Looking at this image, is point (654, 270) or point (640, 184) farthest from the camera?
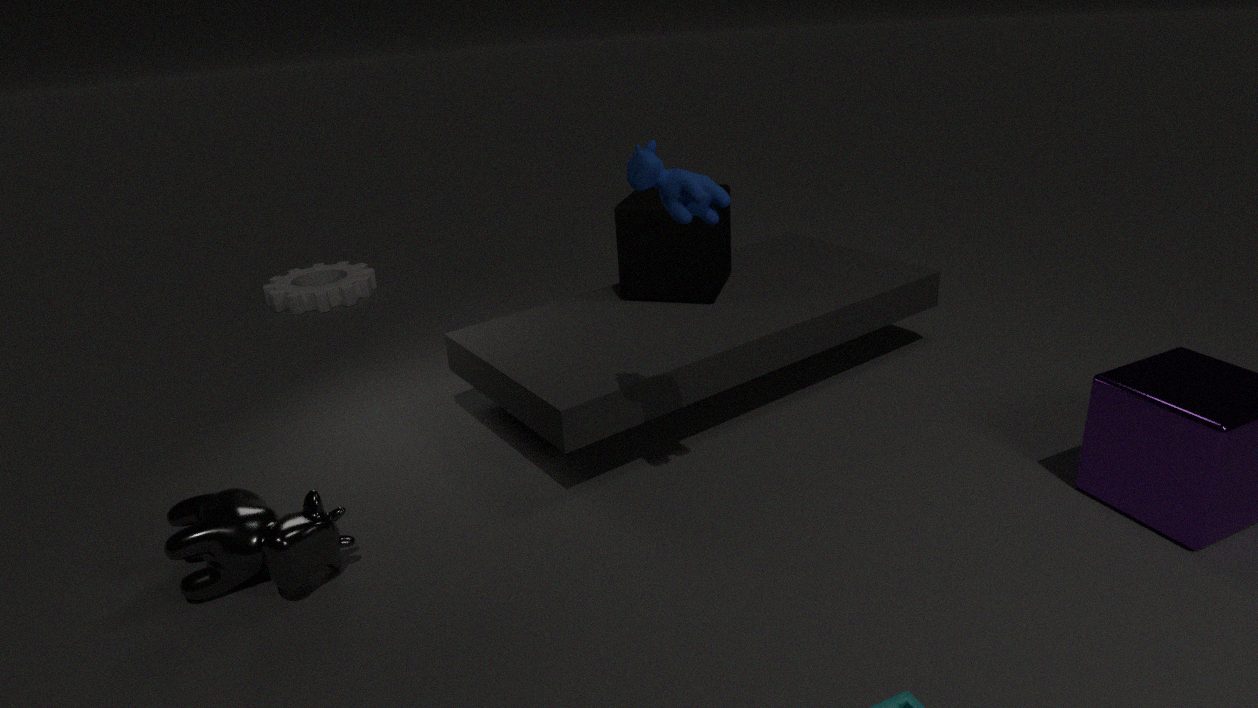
point (654, 270)
